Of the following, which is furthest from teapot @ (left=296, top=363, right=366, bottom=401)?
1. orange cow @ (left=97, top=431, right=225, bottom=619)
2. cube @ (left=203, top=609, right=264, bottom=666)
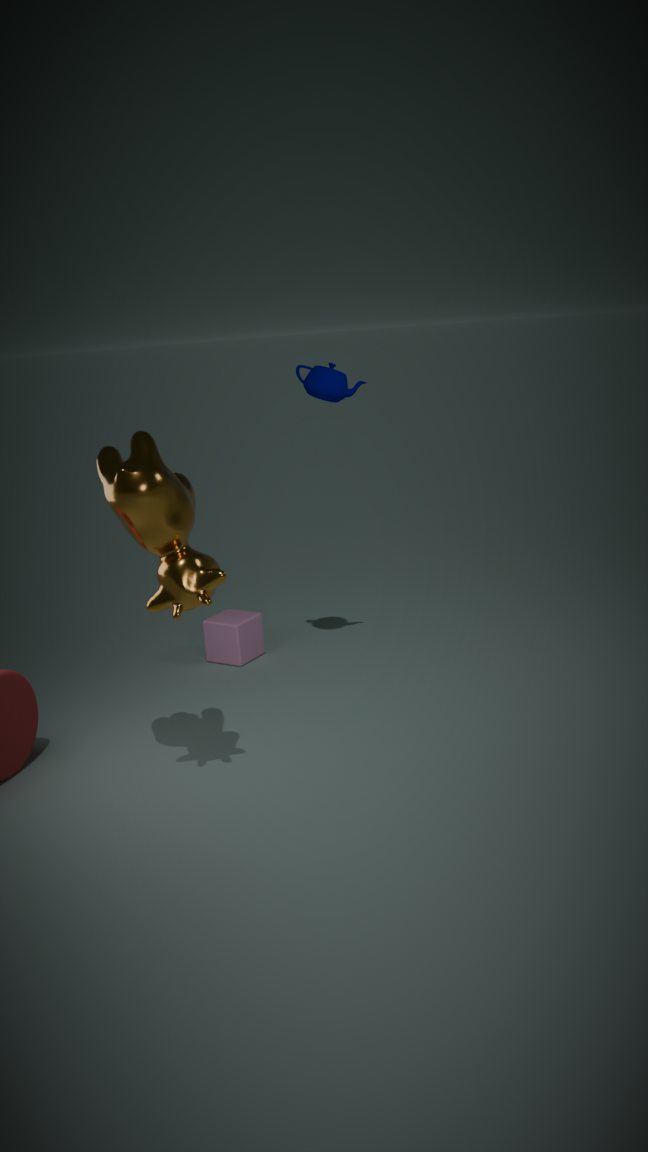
cube @ (left=203, top=609, right=264, bottom=666)
